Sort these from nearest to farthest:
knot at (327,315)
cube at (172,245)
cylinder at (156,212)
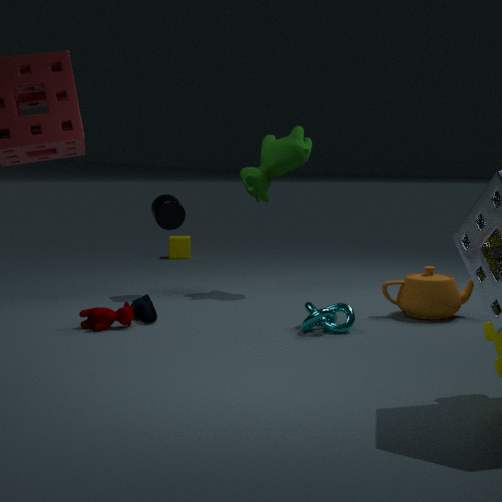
1. knot at (327,315)
2. cylinder at (156,212)
3. cube at (172,245)
